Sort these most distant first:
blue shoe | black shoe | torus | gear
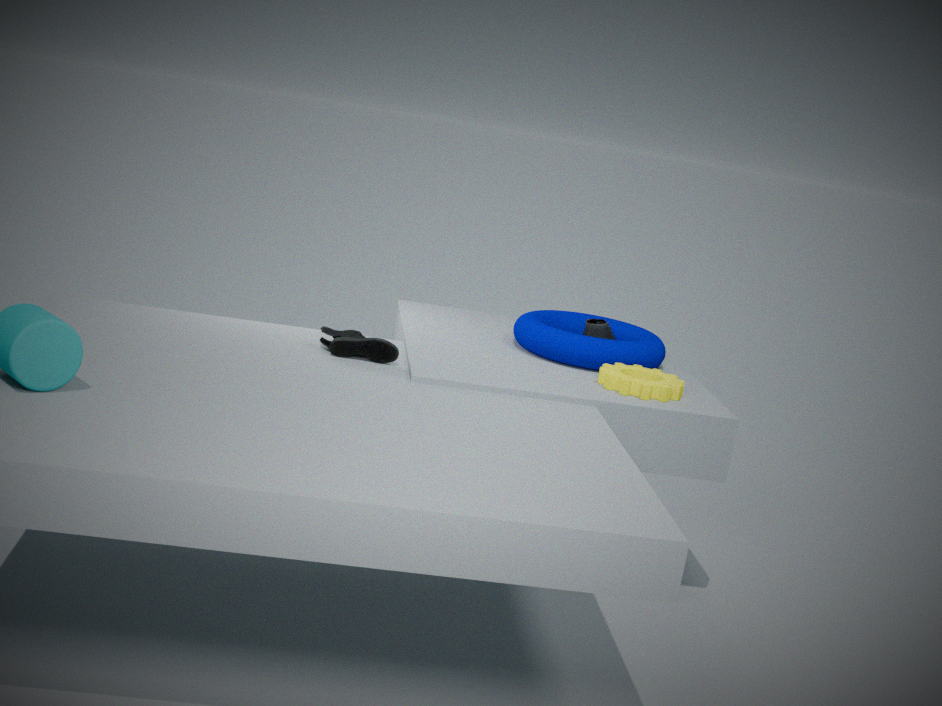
blue shoe → torus → gear → black shoe
